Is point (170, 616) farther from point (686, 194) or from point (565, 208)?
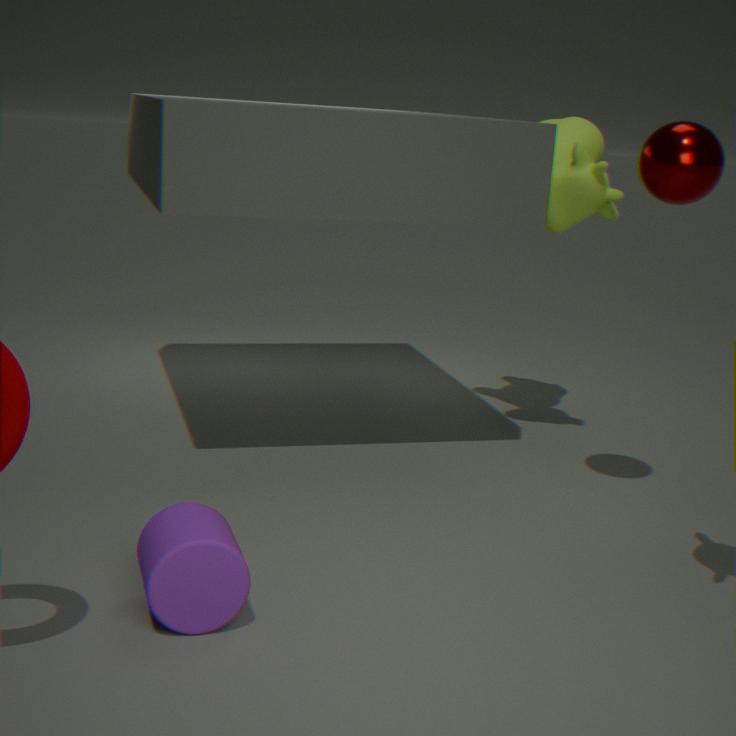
point (565, 208)
